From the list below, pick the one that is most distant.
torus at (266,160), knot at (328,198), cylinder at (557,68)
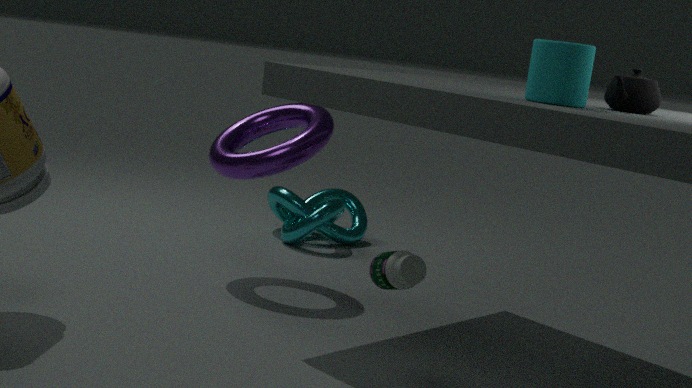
knot at (328,198)
